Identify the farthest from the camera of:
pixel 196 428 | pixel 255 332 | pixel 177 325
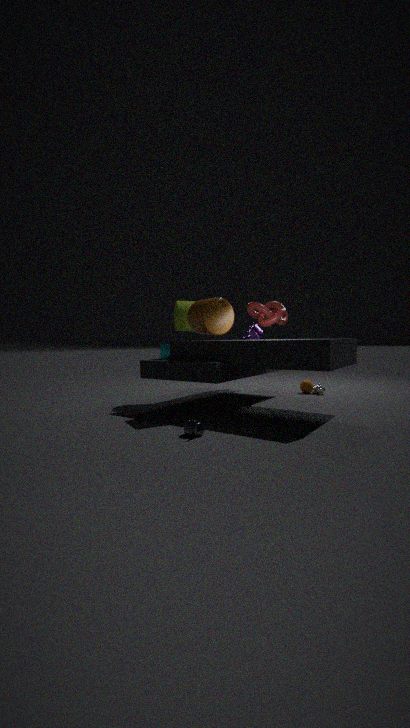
pixel 255 332
